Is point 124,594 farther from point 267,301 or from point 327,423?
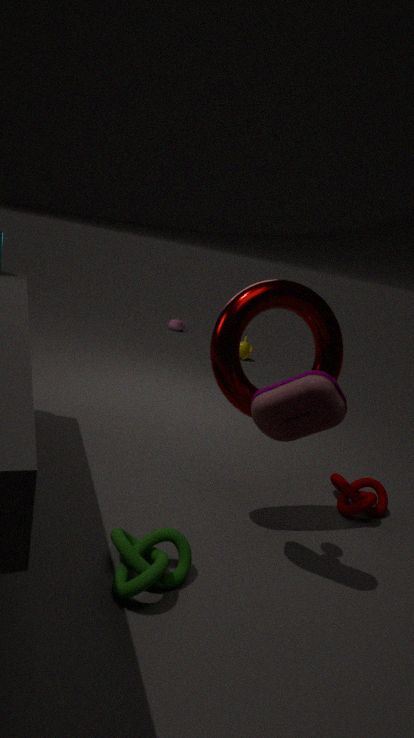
point 267,301
